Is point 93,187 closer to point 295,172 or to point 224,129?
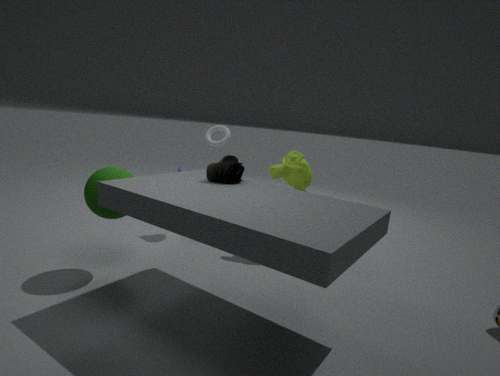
point 295,172
